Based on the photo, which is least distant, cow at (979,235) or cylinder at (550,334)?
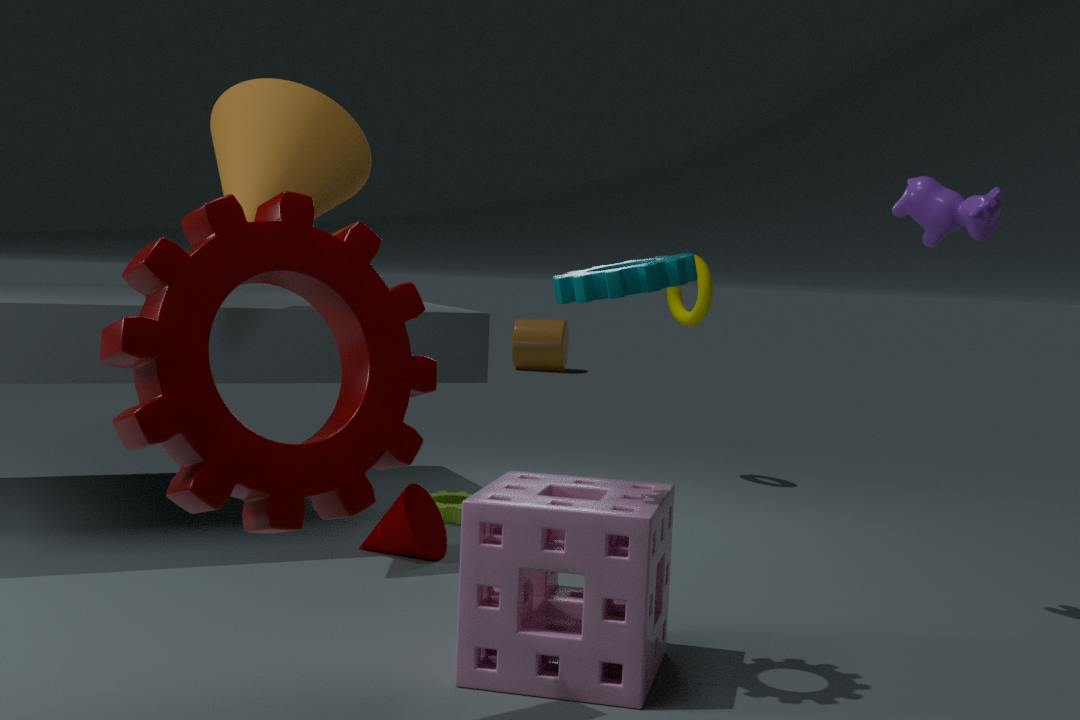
cow at (979,235)
